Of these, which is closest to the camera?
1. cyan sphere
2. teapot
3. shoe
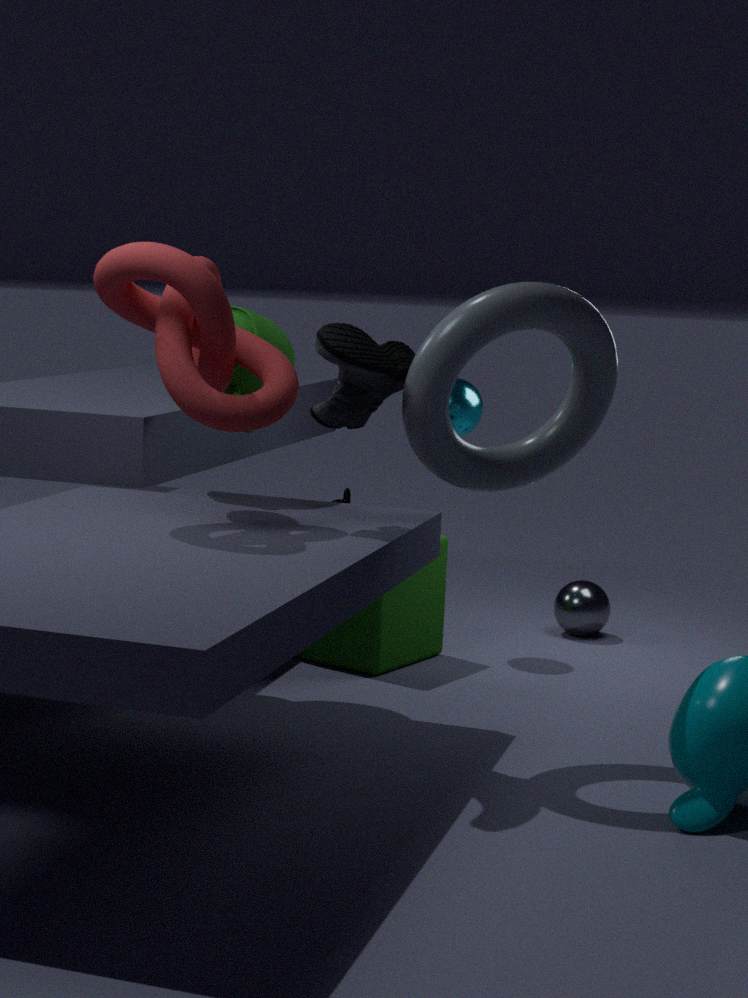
shoe
